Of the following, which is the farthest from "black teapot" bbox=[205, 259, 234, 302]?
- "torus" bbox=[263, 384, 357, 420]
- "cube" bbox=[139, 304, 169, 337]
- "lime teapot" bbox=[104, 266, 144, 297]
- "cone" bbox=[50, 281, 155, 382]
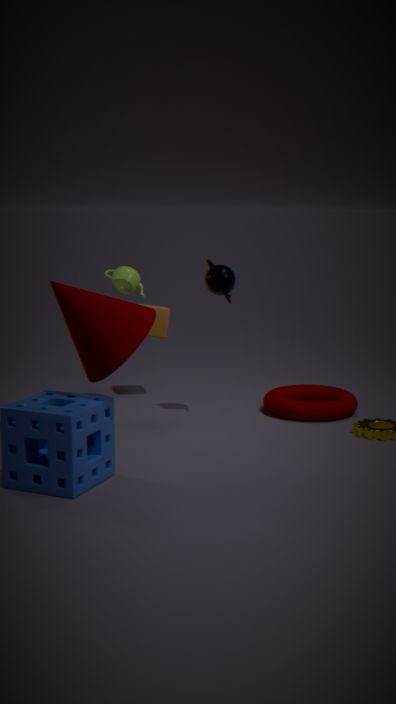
"cone" bbox=[50, 281, 155, 382]
